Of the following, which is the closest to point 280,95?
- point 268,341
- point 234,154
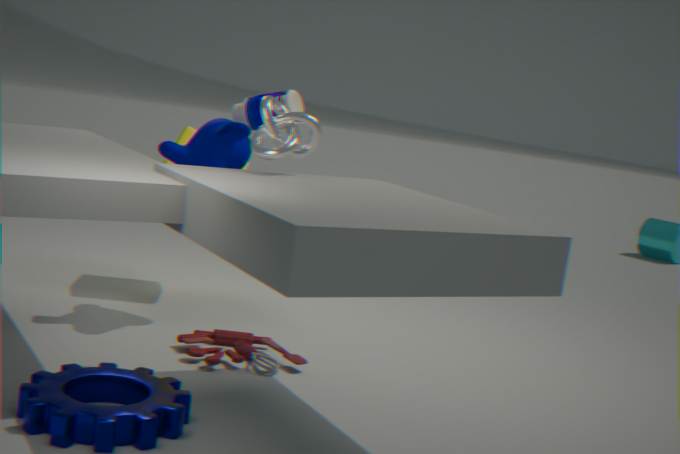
point 234,154
